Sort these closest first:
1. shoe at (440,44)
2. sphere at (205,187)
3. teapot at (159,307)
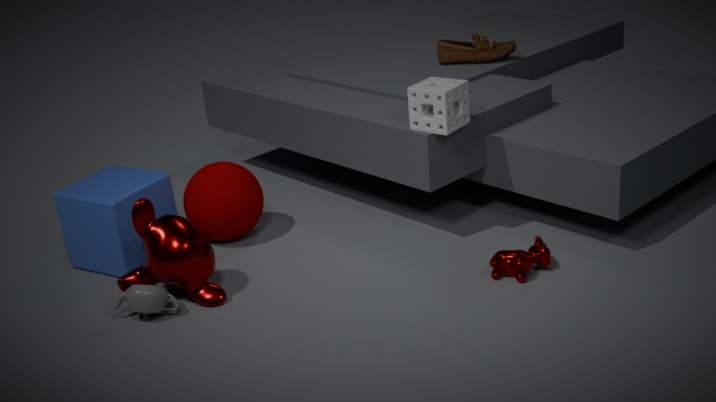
1. teapot at (159,307)
2. sphere at (205,187)
3. shoe at (440,44)
